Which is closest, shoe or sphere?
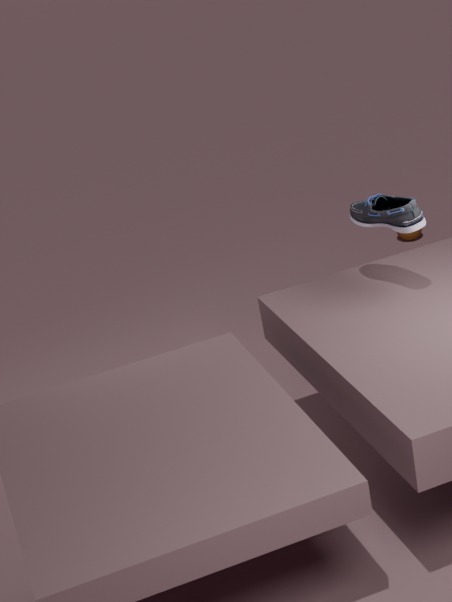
shoe
